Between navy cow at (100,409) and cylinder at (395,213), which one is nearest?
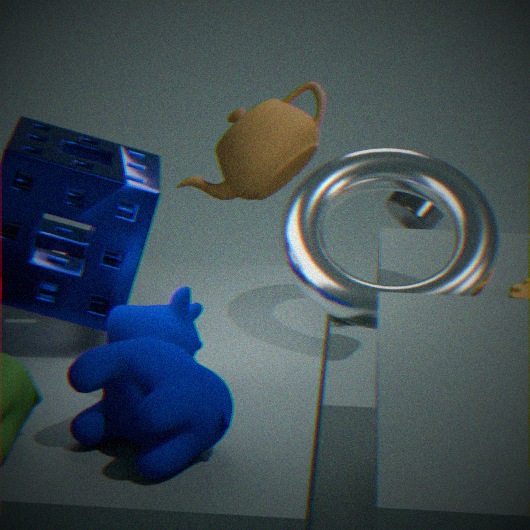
navy cow at (100,409)
